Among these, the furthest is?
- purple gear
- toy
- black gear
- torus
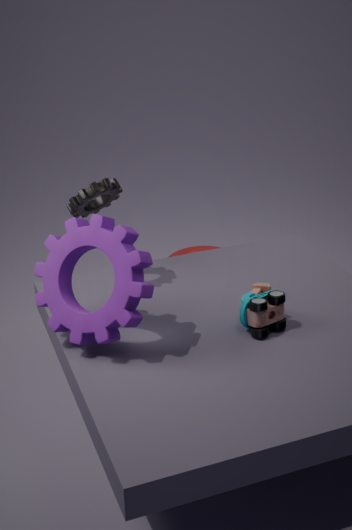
torus
